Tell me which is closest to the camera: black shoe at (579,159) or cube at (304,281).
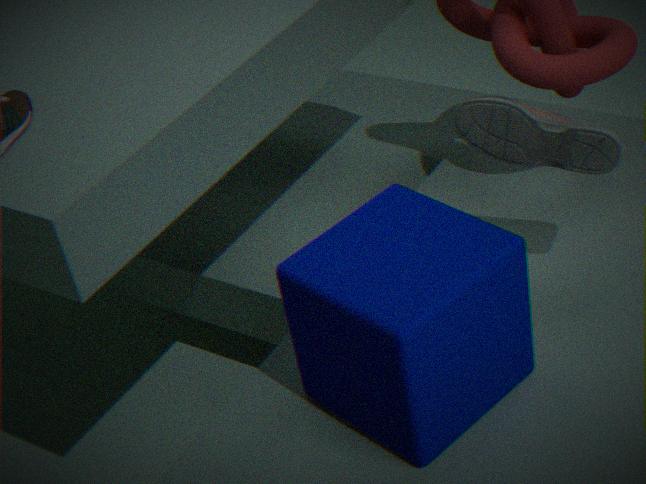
cube at (304,281)
